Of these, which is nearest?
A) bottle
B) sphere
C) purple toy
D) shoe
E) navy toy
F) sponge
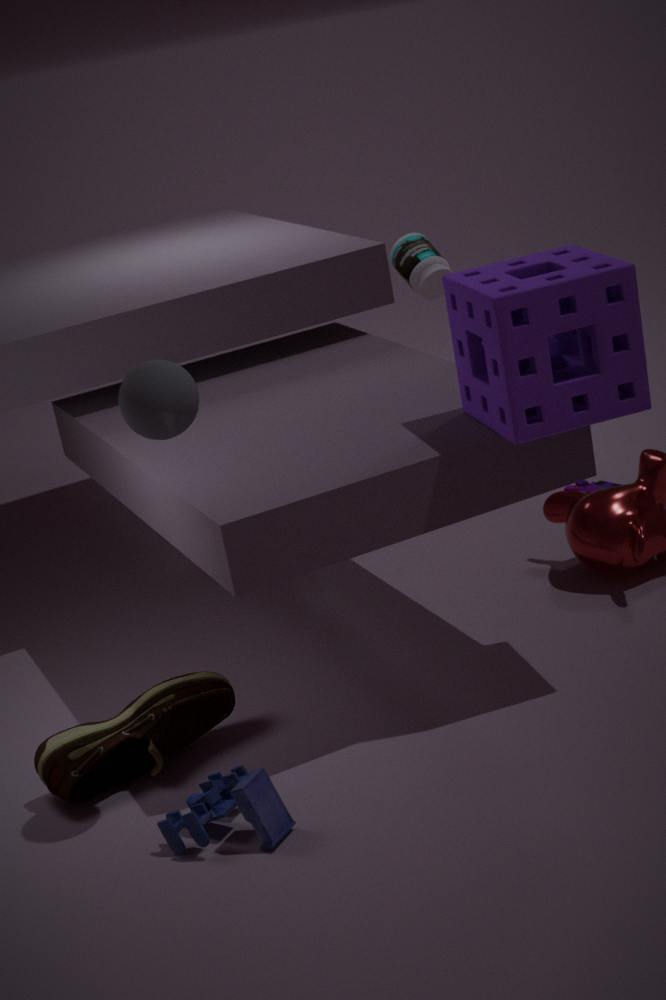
sphere
